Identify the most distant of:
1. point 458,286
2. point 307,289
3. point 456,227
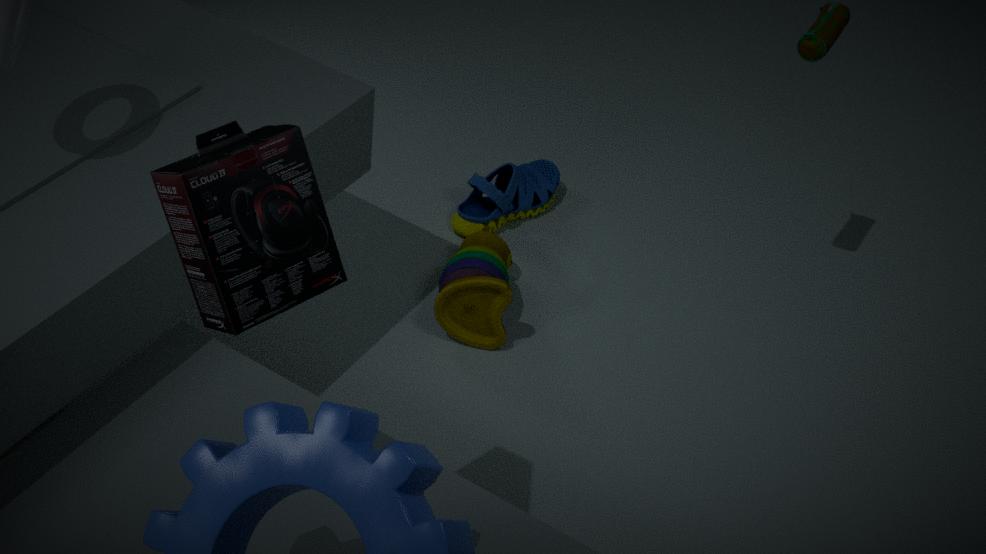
point 456,227
